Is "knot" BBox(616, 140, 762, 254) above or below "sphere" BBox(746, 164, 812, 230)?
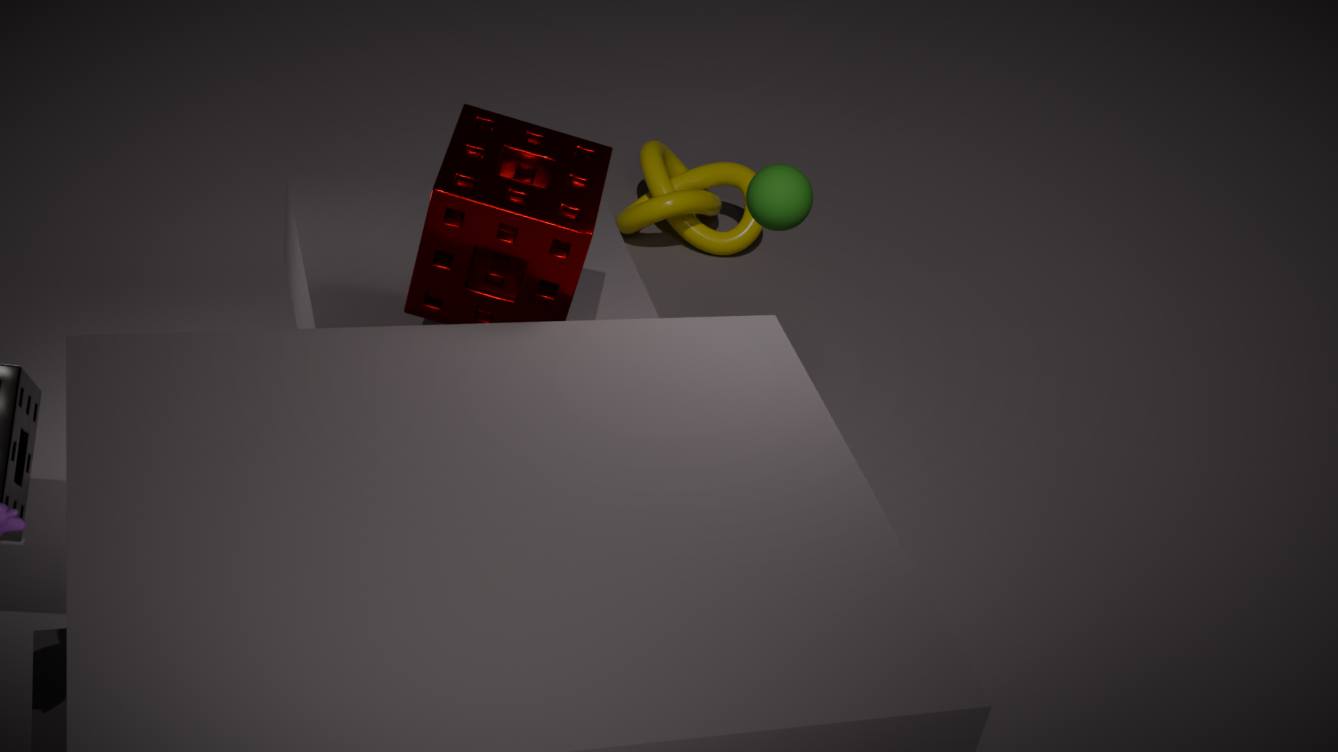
below
